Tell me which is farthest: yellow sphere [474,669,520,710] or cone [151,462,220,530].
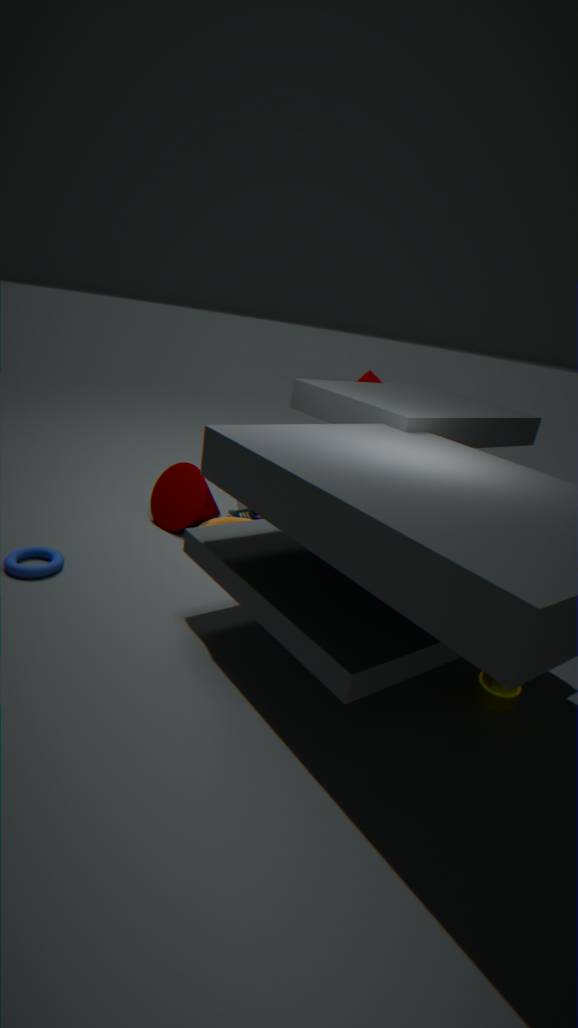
cone [151,462,220,530]
